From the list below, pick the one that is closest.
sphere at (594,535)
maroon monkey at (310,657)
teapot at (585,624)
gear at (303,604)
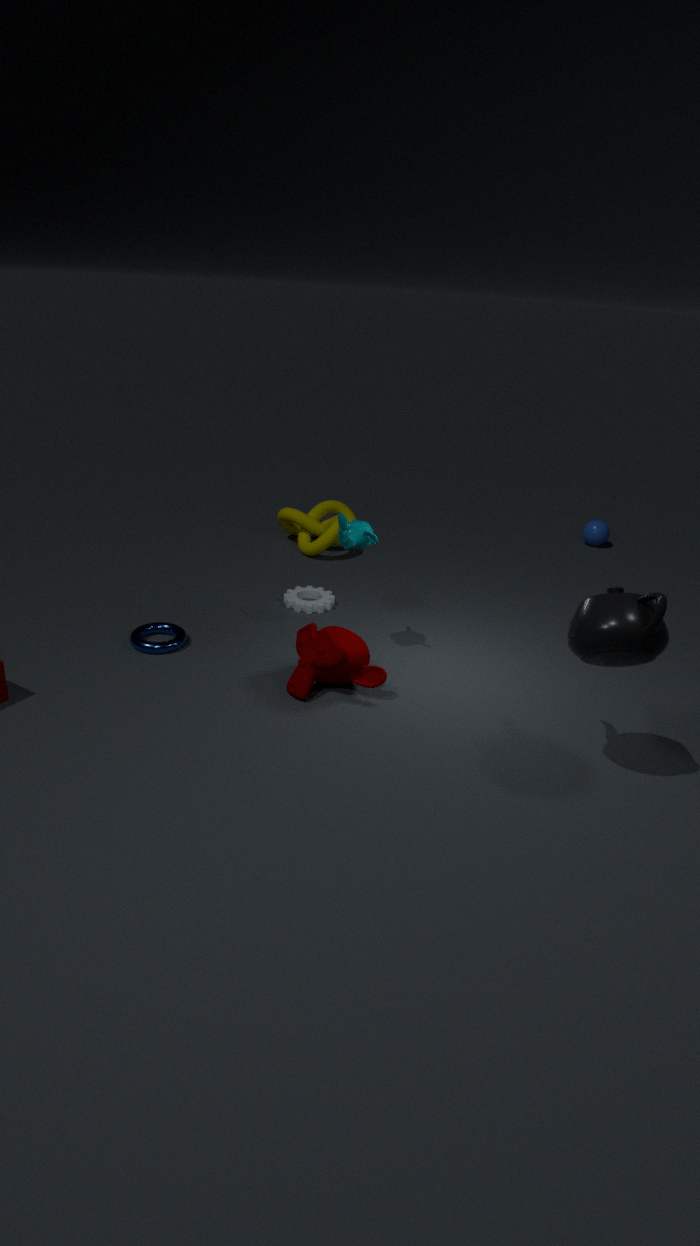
teapot at (585,624)
